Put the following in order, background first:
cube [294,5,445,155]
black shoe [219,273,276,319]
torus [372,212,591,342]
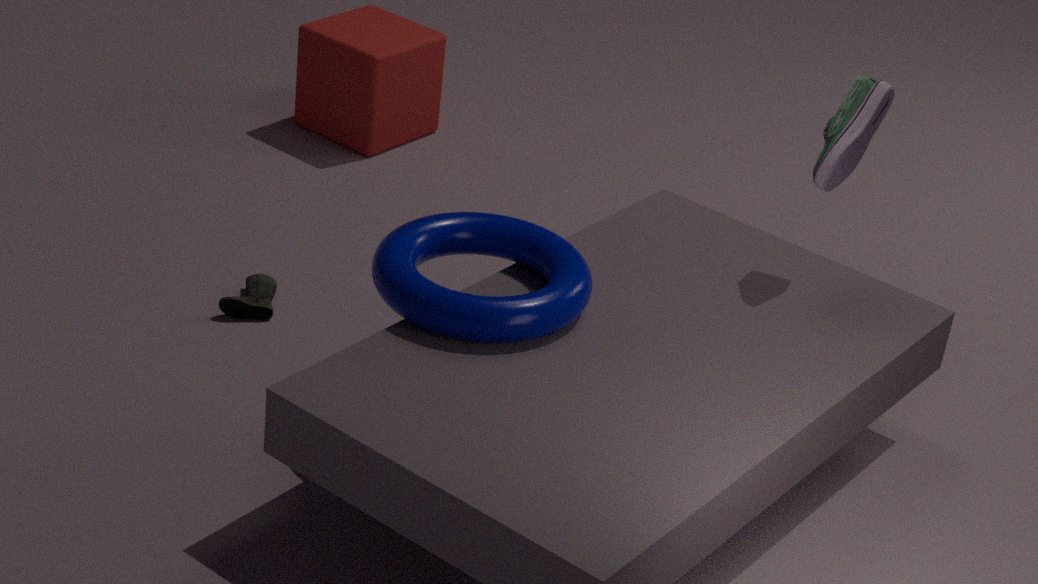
cube [294,5,445,155] < black shoe [219,273,276,319] < torus [372,212,591,342]
